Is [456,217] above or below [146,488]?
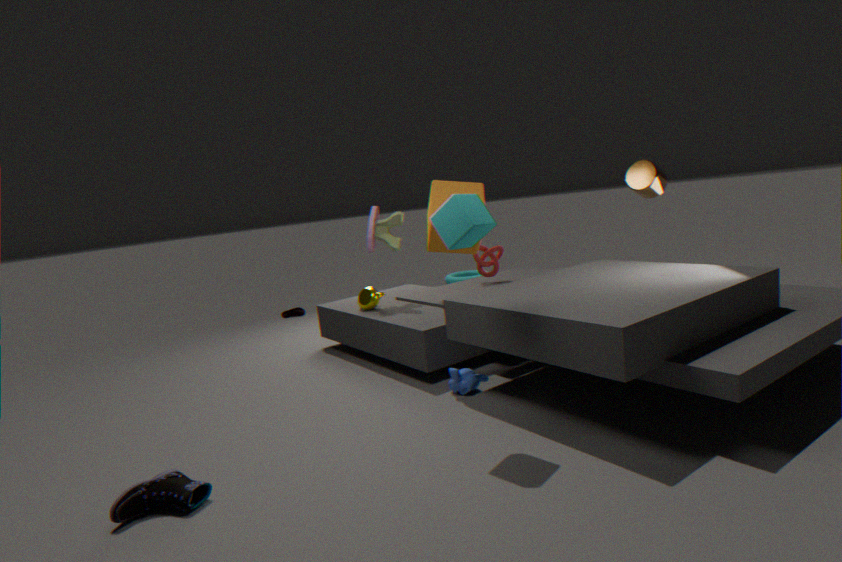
above
